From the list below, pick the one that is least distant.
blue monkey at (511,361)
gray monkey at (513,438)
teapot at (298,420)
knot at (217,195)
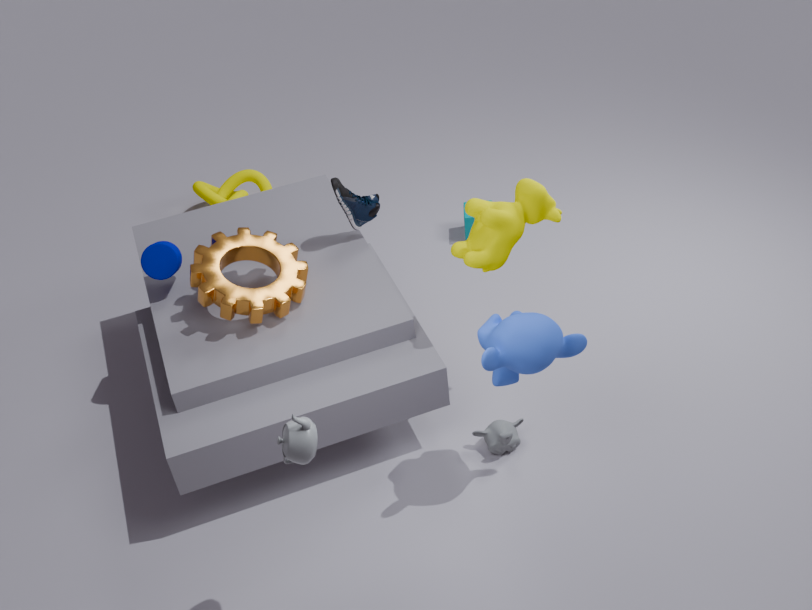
teapot at (298,420)
